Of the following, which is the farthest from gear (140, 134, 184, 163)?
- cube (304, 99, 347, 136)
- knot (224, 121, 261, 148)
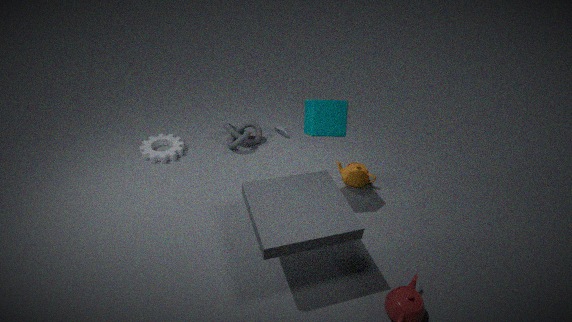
cube (304, 99, 347, 136)
